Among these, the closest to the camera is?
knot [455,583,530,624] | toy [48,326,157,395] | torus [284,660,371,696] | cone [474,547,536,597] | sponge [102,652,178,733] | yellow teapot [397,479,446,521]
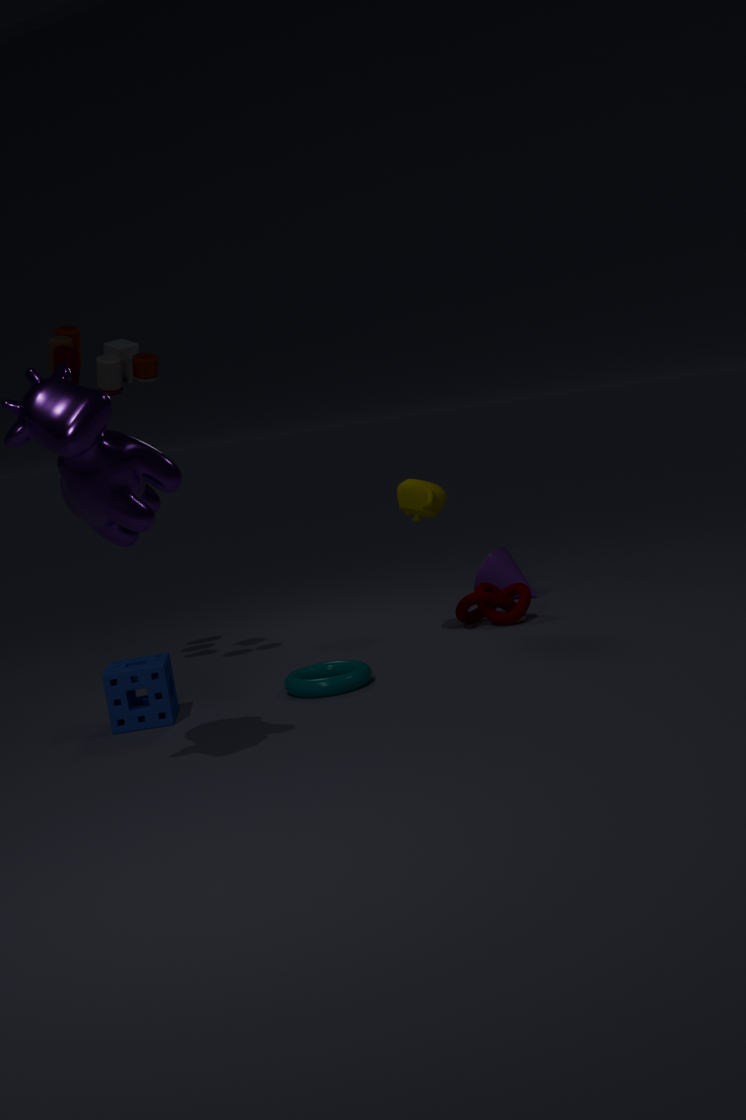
sponge [102,652,178,733]
